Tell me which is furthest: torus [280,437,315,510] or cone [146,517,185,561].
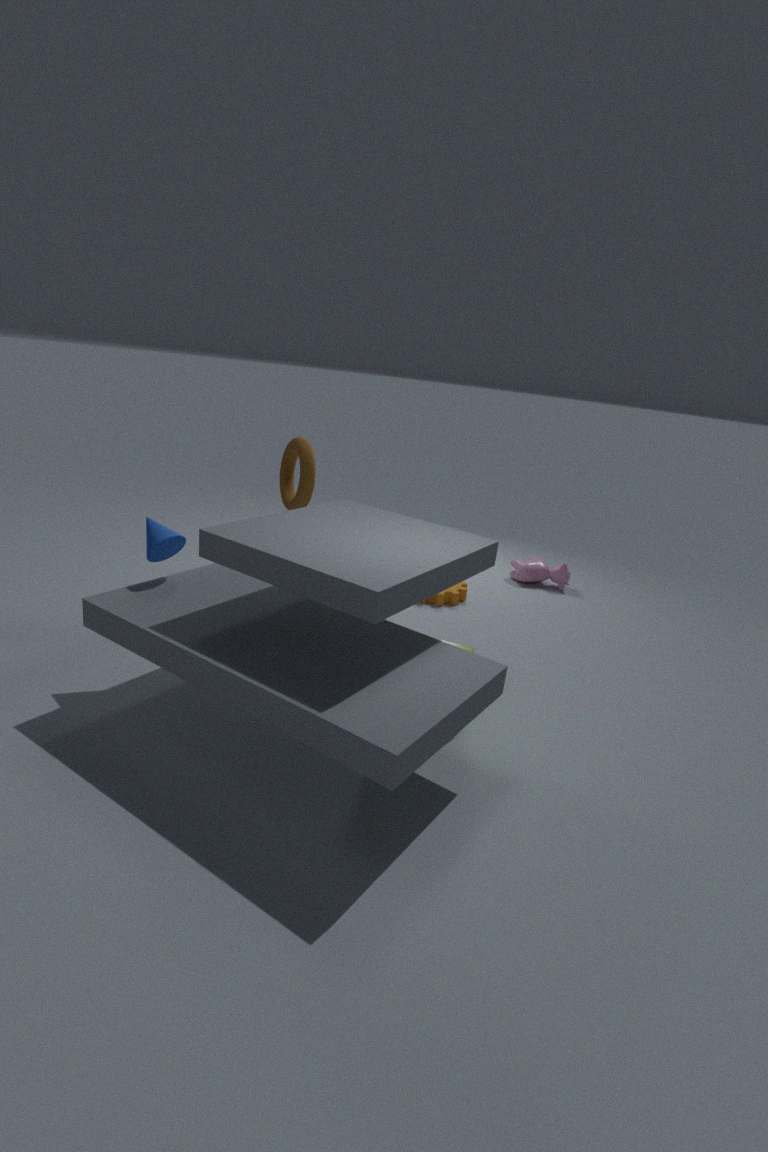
torus [280,437,315,510]
